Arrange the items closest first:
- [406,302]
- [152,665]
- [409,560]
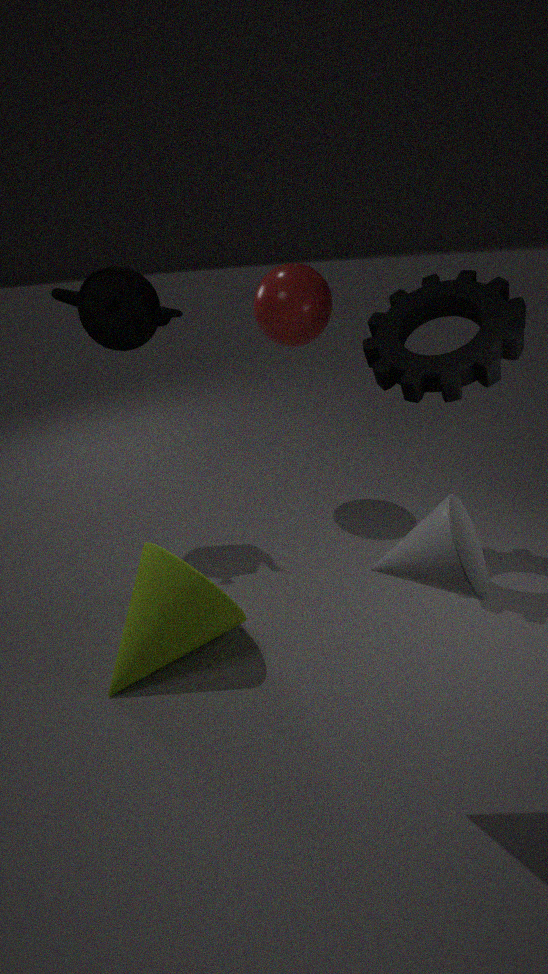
[409,560] < [152,665] < [406,302]
